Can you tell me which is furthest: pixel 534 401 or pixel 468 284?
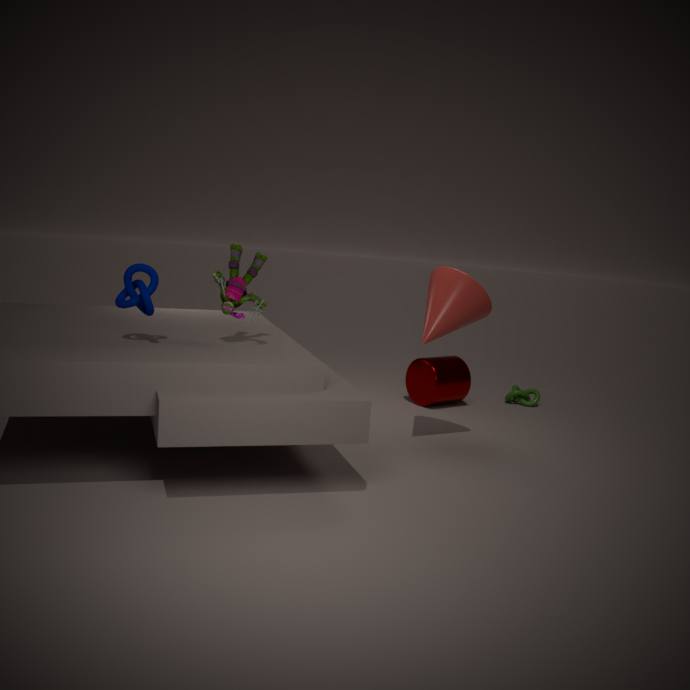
pixel 534 401
